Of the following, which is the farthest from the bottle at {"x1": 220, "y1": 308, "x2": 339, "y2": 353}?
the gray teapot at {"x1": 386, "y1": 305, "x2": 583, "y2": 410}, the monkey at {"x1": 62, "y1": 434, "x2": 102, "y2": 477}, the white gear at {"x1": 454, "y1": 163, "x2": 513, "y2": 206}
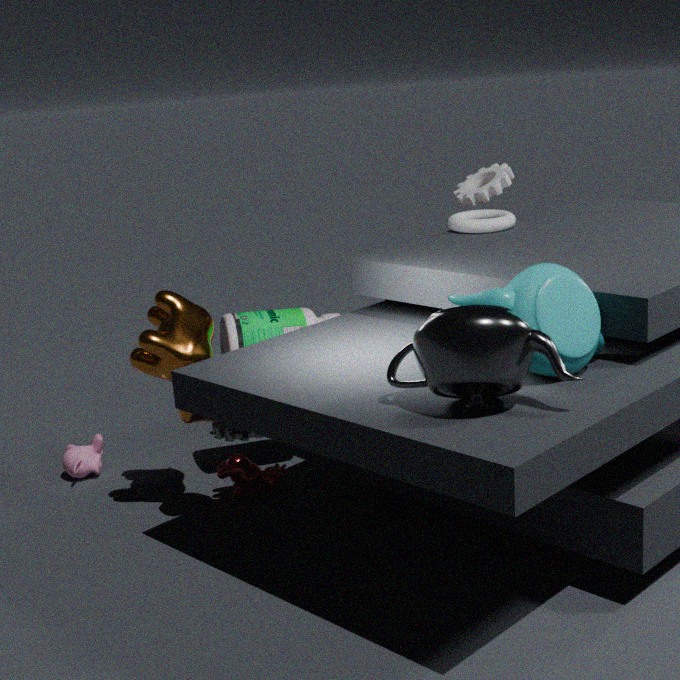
the gray teapot at {"x1": 386, "y1": 305, "x2": 583, "y2": 410}
